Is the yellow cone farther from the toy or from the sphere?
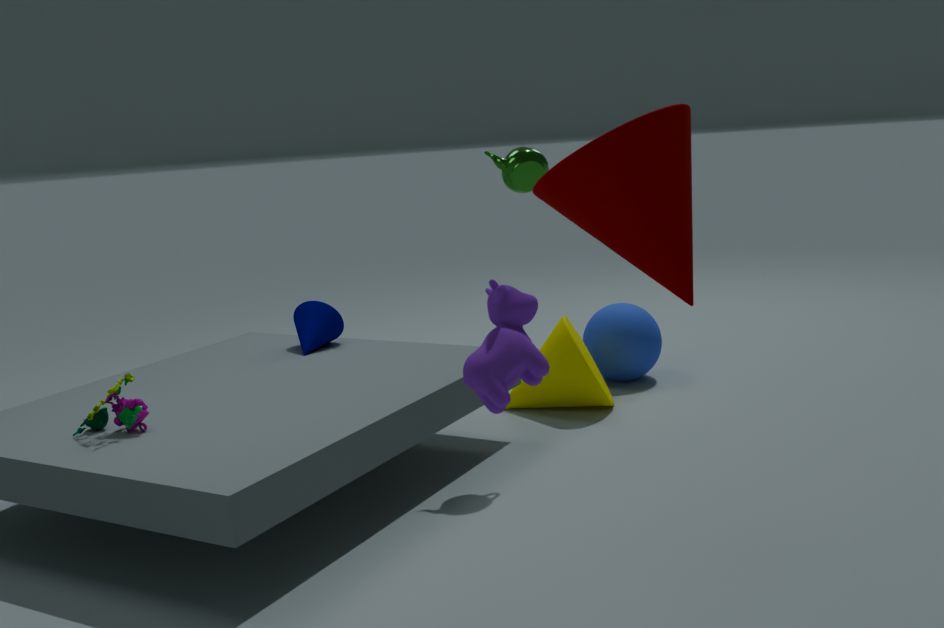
the toy
